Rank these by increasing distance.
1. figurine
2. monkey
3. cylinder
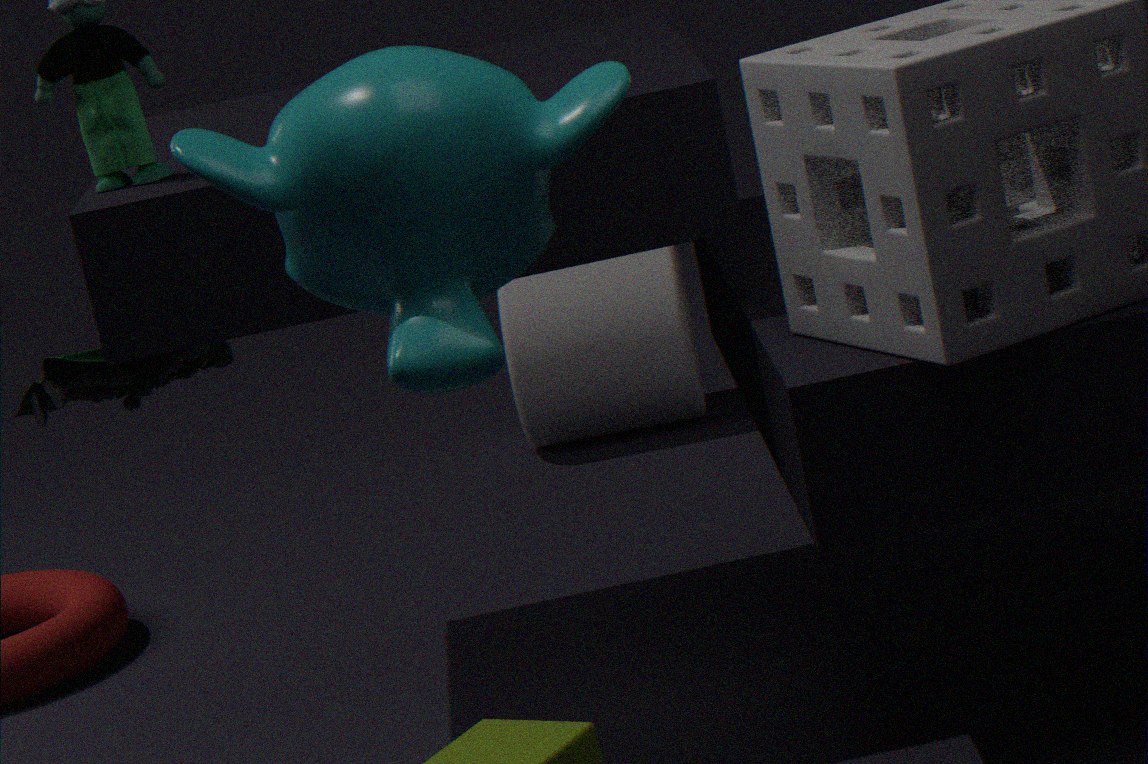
monkey
figurine
cylinder
